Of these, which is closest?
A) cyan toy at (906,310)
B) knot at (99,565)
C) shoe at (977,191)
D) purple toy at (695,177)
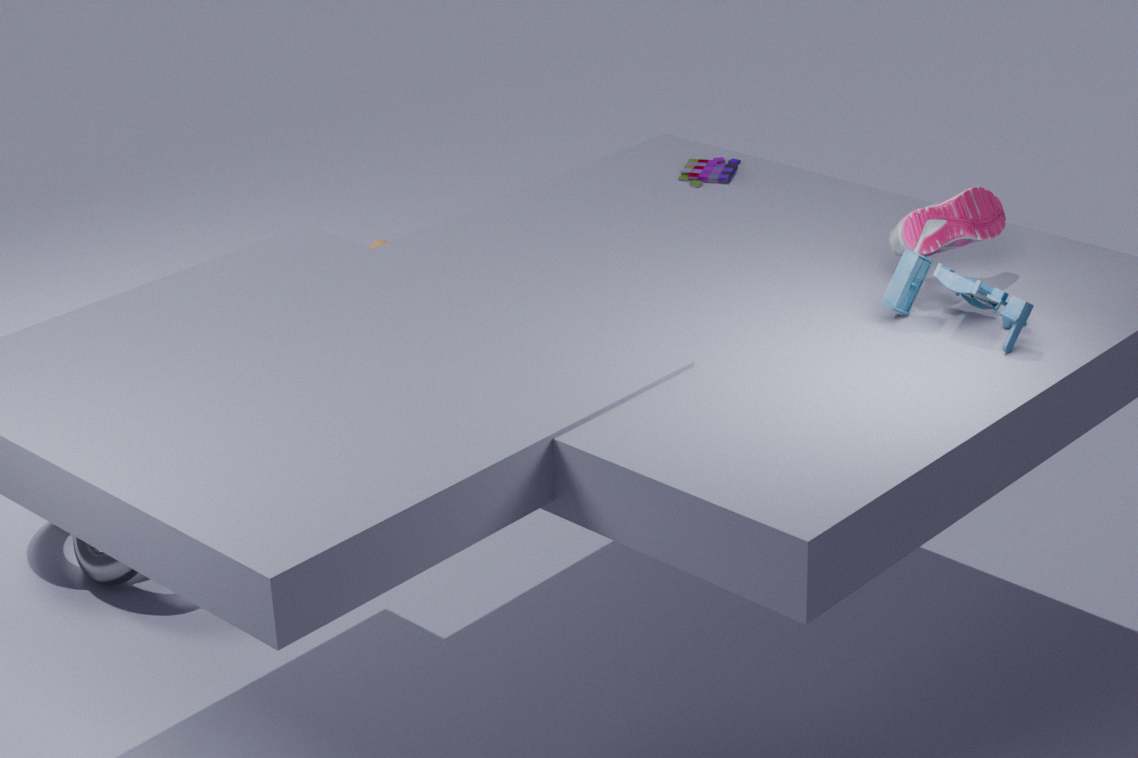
cyan toy at (906,310)
